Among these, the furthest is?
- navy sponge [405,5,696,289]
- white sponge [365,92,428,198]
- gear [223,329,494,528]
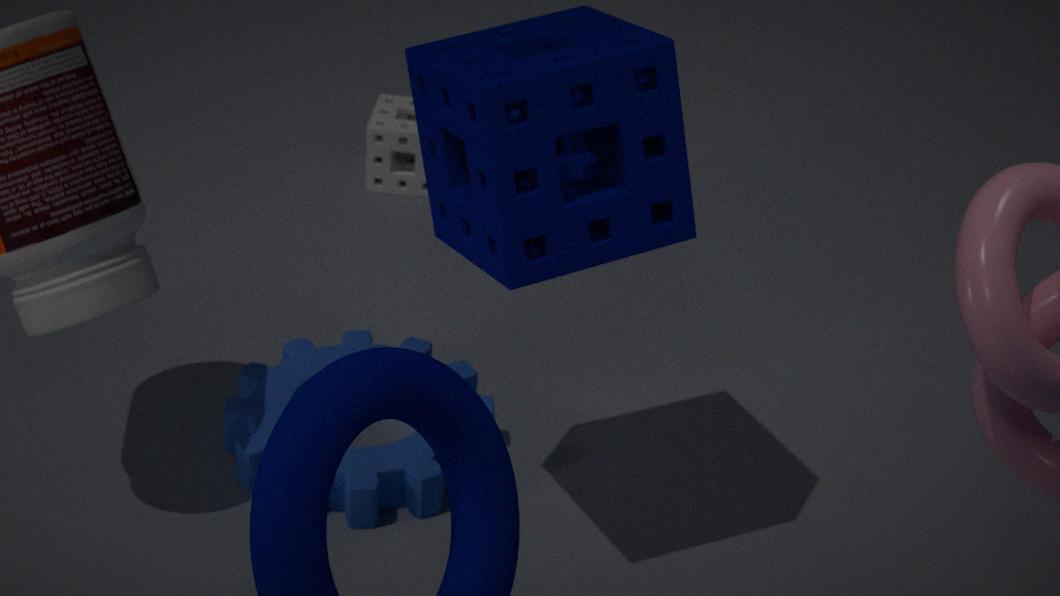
white sponge [365,92,428,198]
